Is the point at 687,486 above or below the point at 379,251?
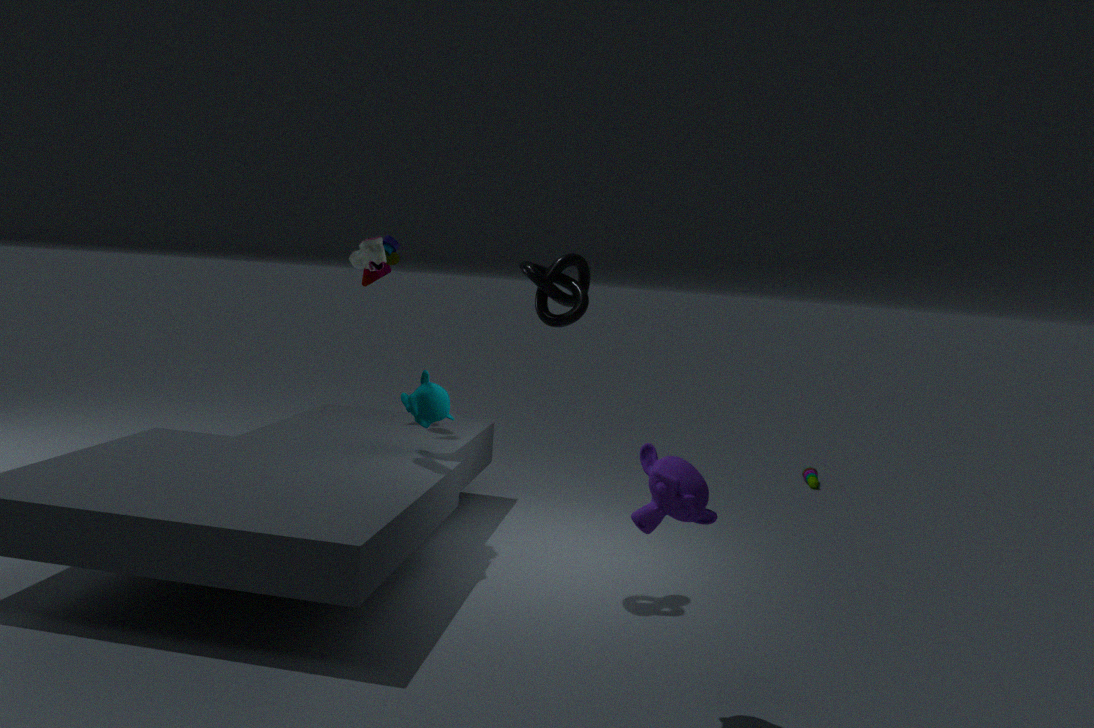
below
